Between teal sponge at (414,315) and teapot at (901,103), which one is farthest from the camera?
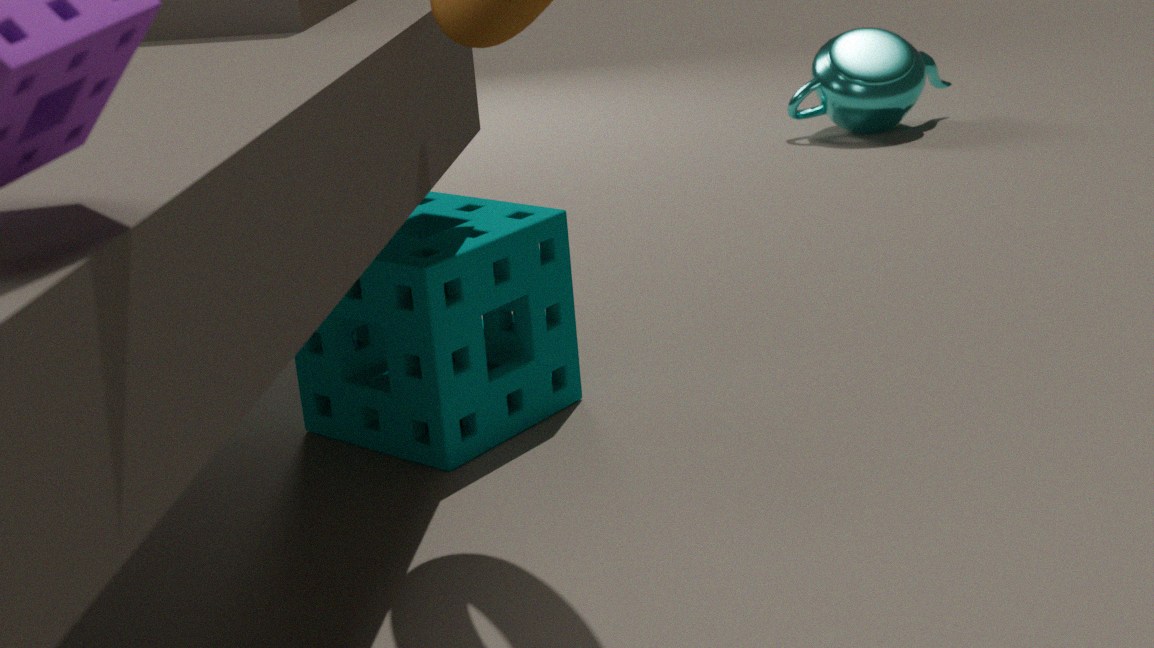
teapot at (901,103)
